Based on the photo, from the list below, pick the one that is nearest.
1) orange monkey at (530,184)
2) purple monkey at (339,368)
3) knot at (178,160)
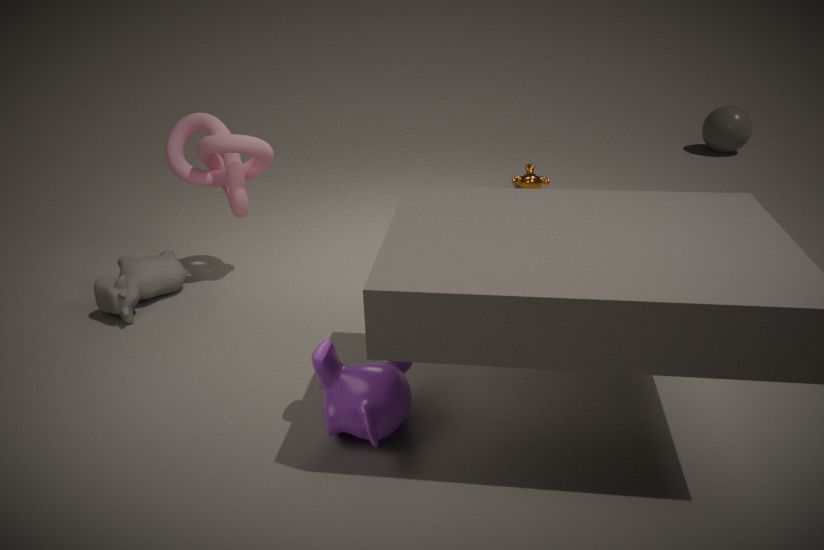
2. purple monkey at (339,368)
